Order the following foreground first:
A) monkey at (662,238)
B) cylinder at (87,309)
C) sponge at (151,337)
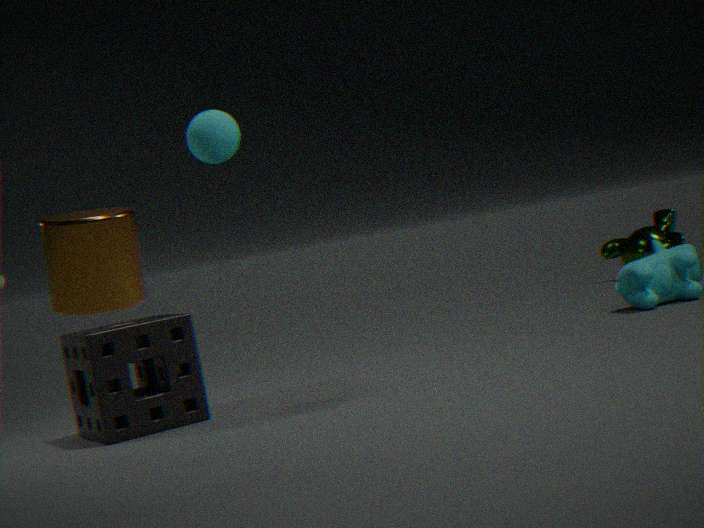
1. B. cylinder at (87,309)
2. C. sponge at (151,337)
3. A. monkey at (662,238)
